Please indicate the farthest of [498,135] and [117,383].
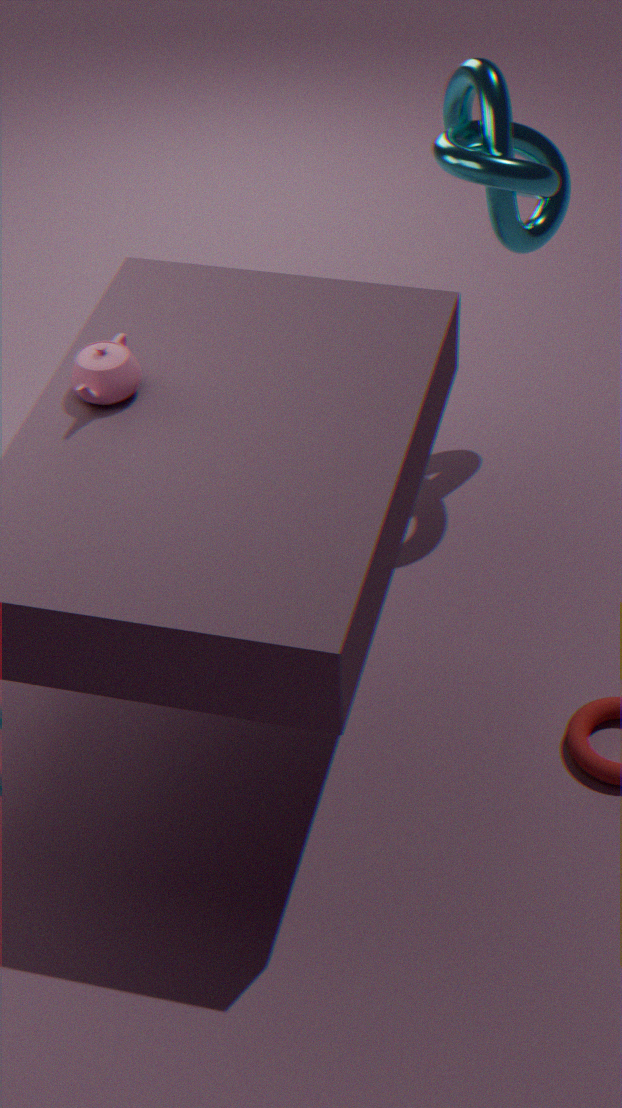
[498,135]
